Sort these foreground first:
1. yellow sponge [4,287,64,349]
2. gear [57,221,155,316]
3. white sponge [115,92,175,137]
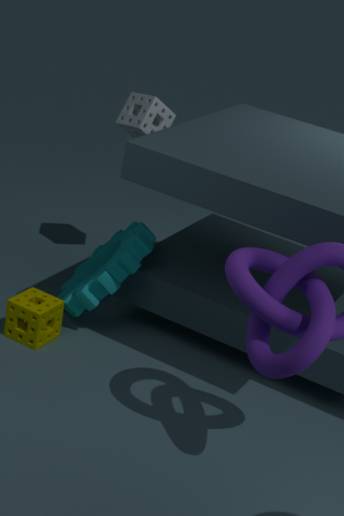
1. yellow sponge [4,287,64,349]
2. gear [57,221,155,316]
3. white sponge [115,92,175,137]
